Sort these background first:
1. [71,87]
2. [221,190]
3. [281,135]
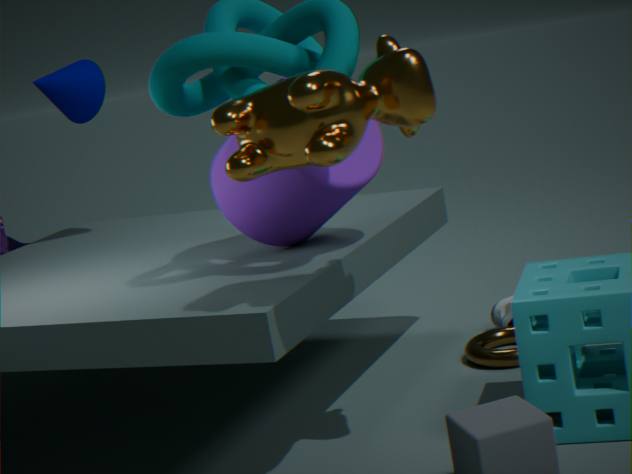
[71,87] → [221,190] → [281,135]
